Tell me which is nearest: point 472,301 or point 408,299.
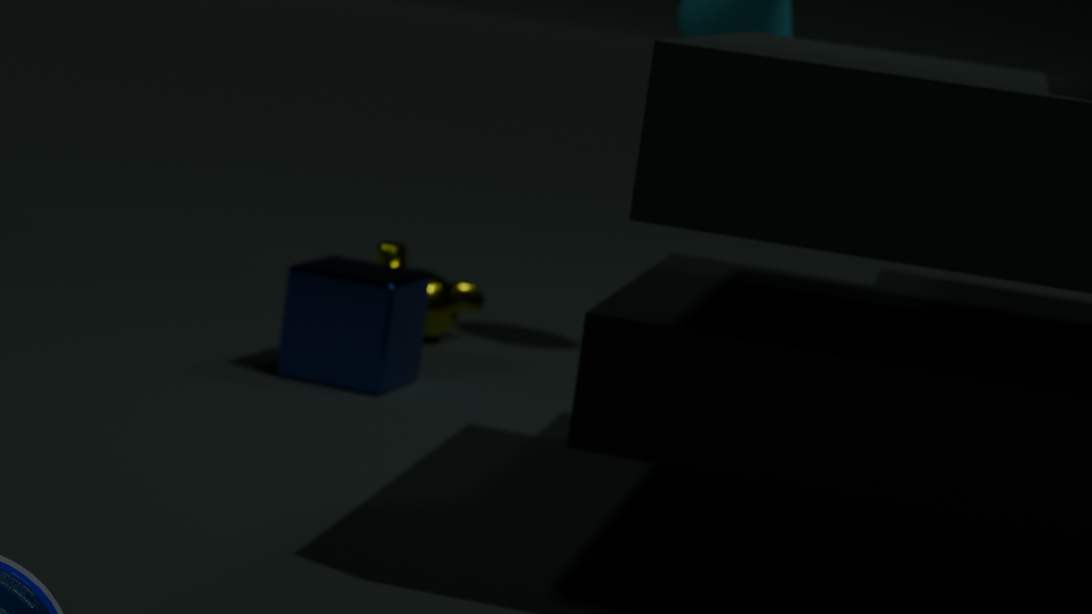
point 408,299
